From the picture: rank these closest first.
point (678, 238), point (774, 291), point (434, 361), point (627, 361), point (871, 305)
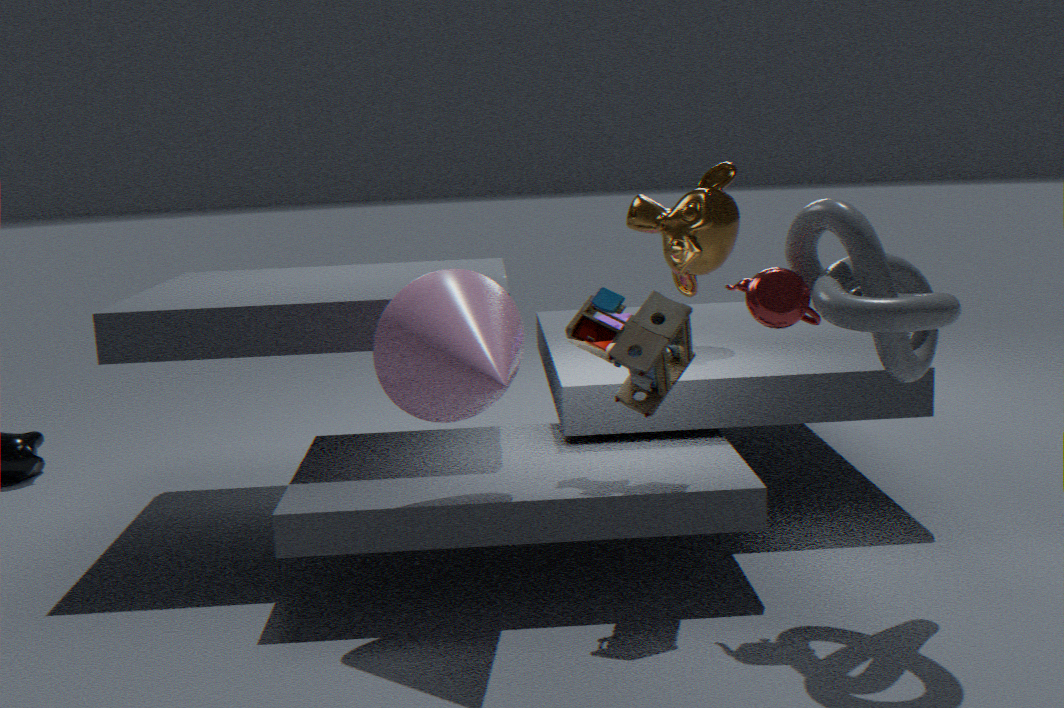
point (871, 305), point (434, 361), point (774, 291), point (627, 361), point (678, 238)
